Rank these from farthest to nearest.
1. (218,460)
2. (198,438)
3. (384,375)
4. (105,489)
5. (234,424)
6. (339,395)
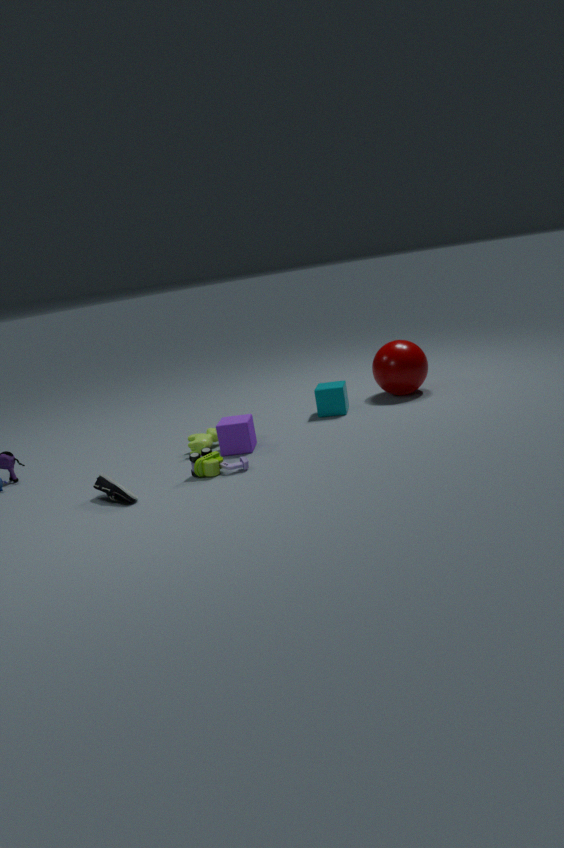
(384,375), (339,395), (198,438), (234,424), (218,460), (105,489)
